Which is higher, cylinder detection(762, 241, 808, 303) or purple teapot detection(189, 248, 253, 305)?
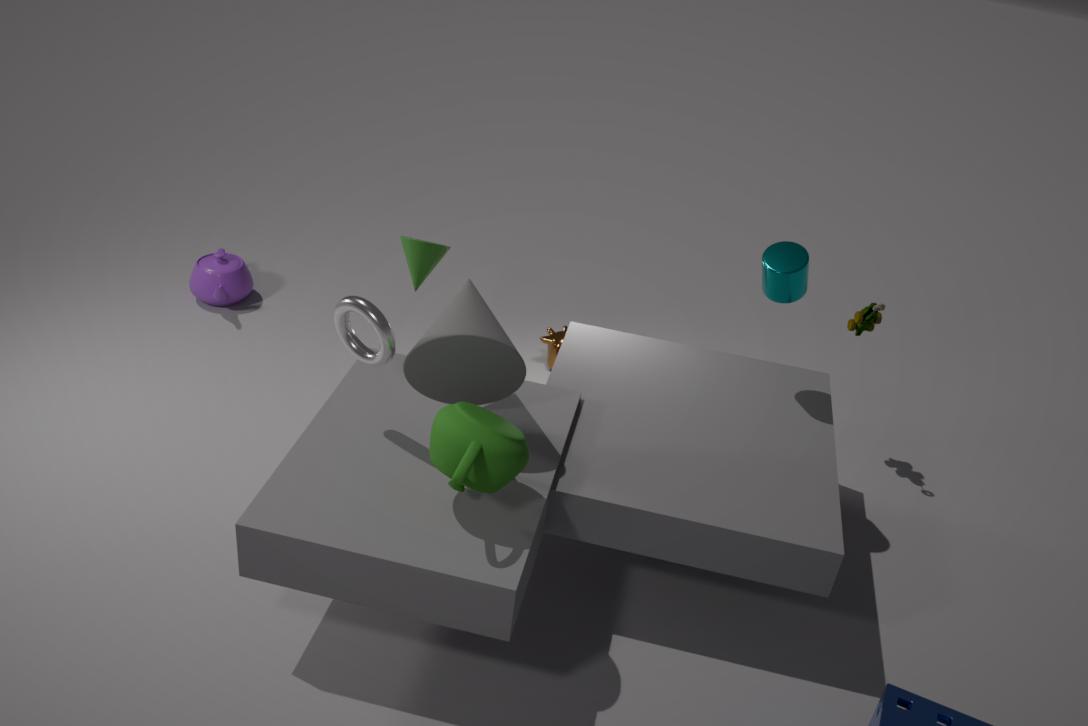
cylinder detection(762, 241, 808, 303)
